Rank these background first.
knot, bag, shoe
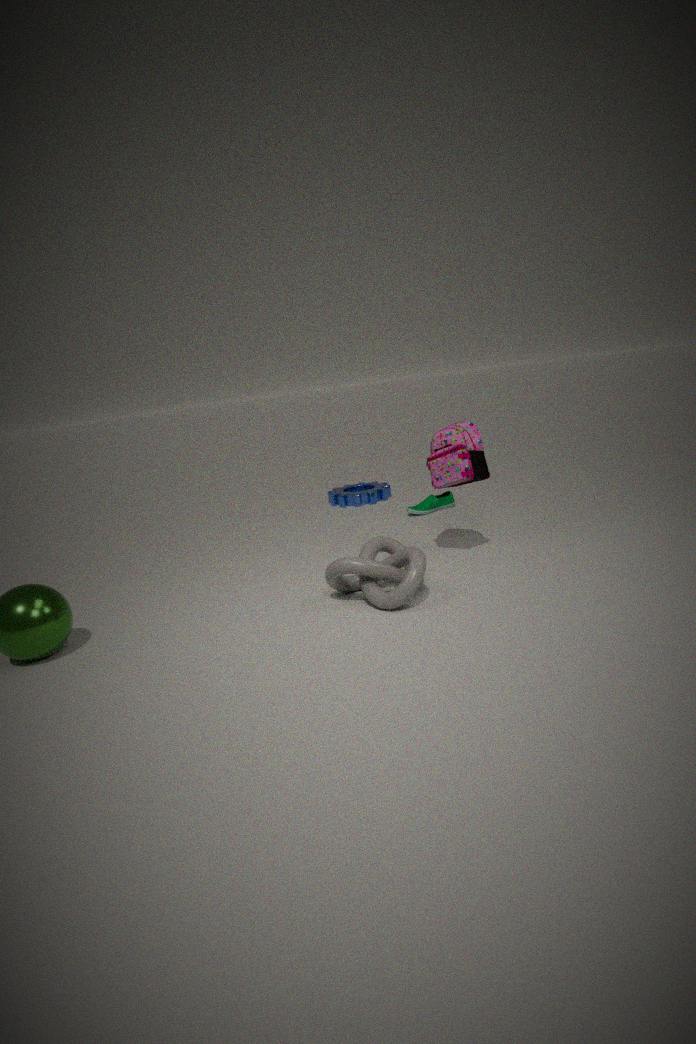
shoe
bag
knot
